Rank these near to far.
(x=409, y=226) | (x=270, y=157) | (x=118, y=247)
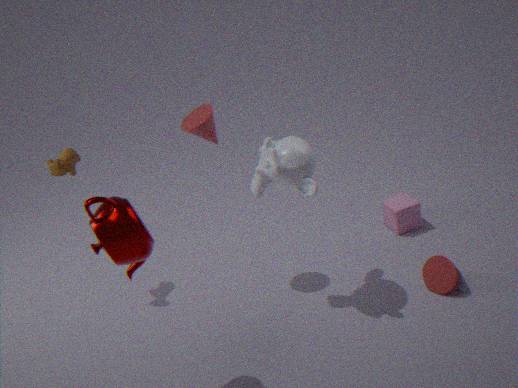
1. (x=118, y=247)
2. (x=270, y=157)
3. (x=409, y=226)
